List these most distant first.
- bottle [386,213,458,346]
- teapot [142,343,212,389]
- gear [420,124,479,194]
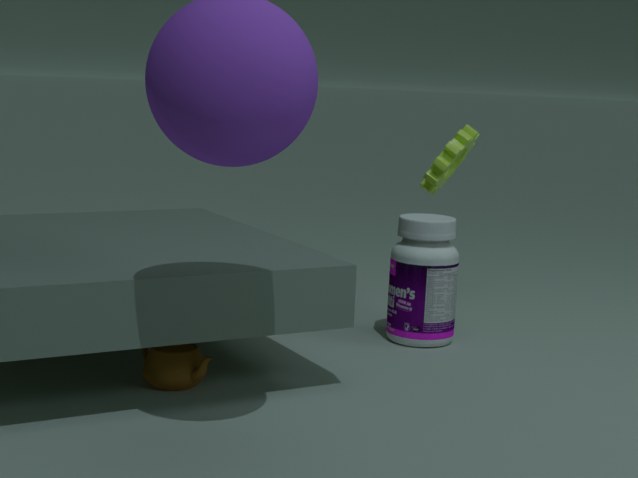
1. gear [420,124,479,194]
2. bottle [386,213,458,346]
3. teapot [142,343,212,389]
